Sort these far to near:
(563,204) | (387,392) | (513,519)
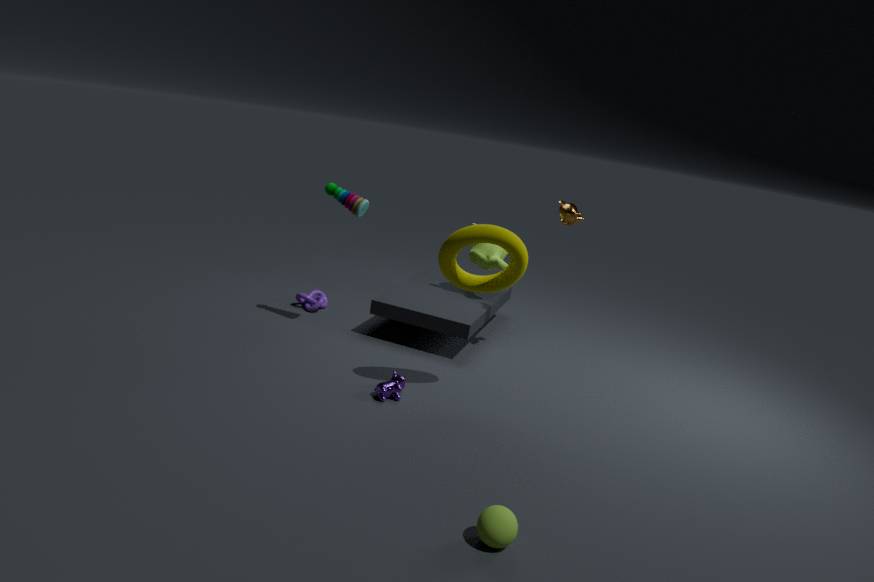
1. (563,204)
2. (387,392)
3. (513,519)
